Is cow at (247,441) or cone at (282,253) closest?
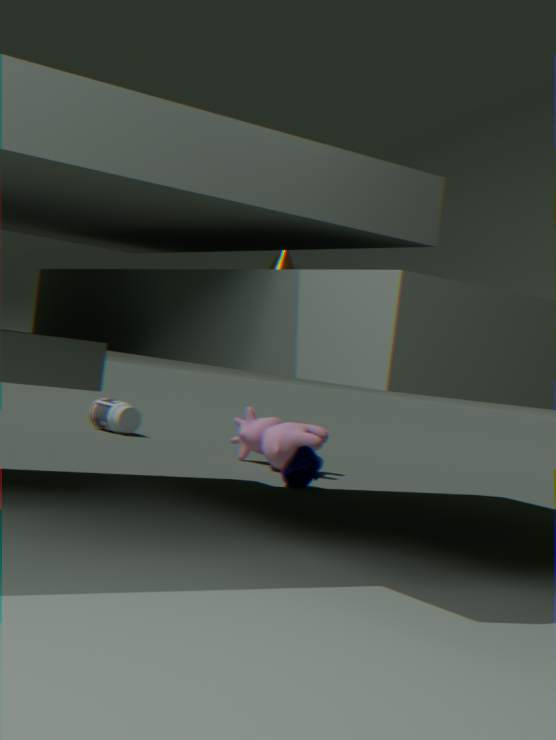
cone at (282,253)
